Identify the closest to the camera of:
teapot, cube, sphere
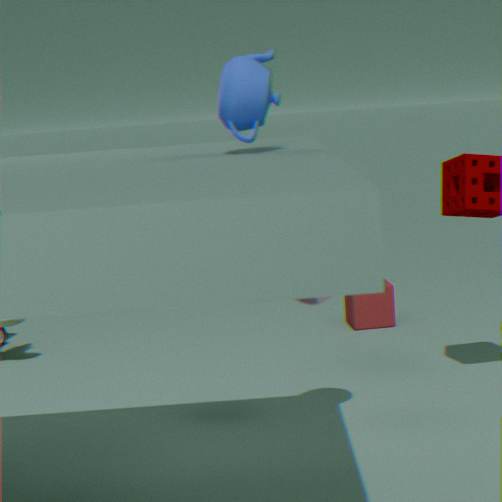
teapot
